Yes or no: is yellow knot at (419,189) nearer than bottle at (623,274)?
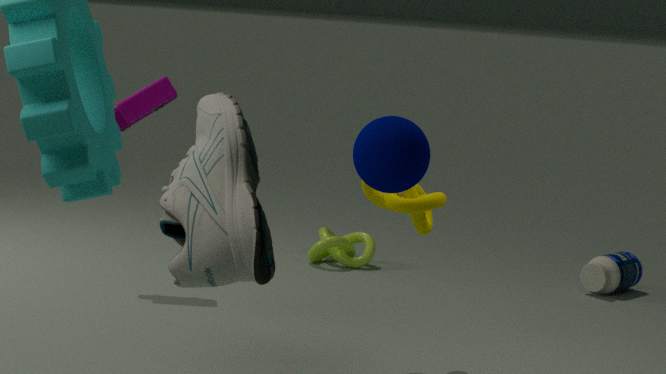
Yes
